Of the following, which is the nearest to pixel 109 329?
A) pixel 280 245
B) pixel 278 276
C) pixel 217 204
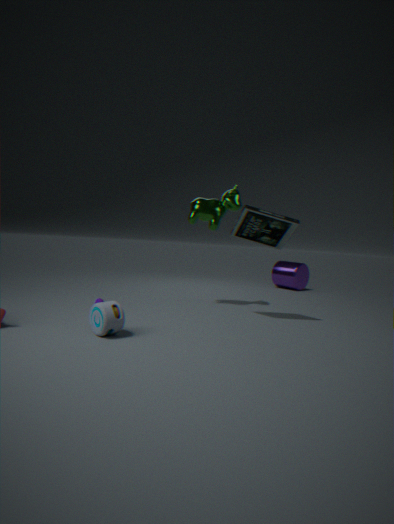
pixel 280 245
